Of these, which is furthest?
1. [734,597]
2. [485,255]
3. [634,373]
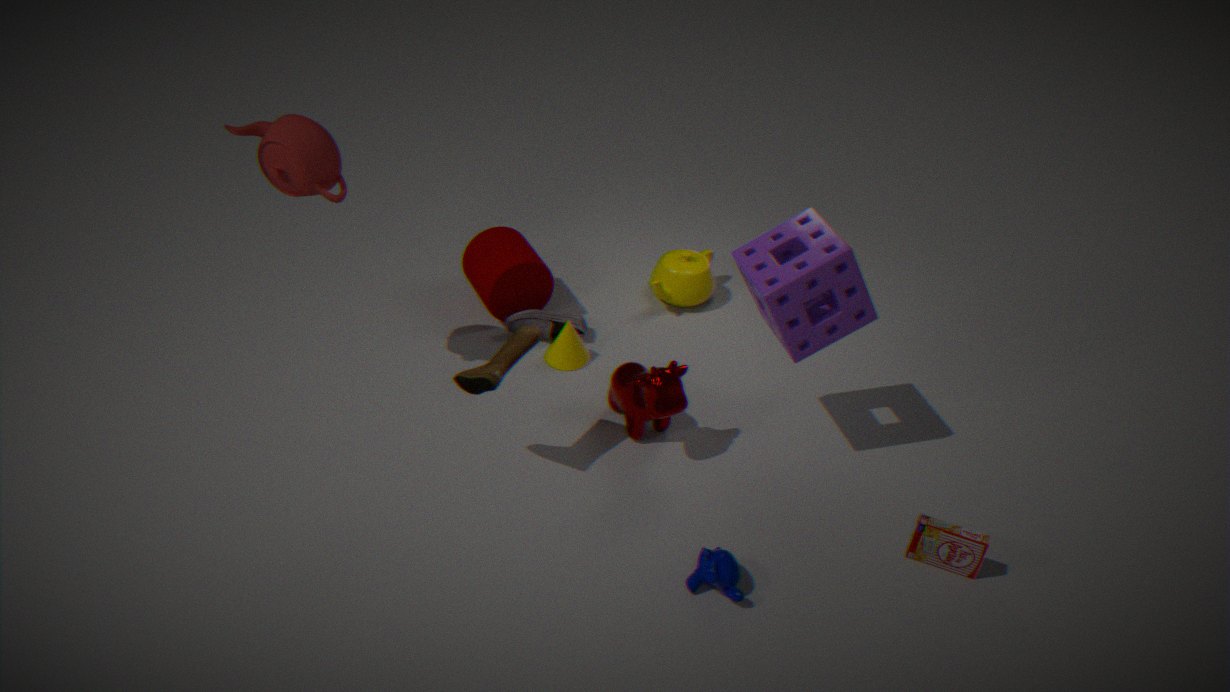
[485,255]
